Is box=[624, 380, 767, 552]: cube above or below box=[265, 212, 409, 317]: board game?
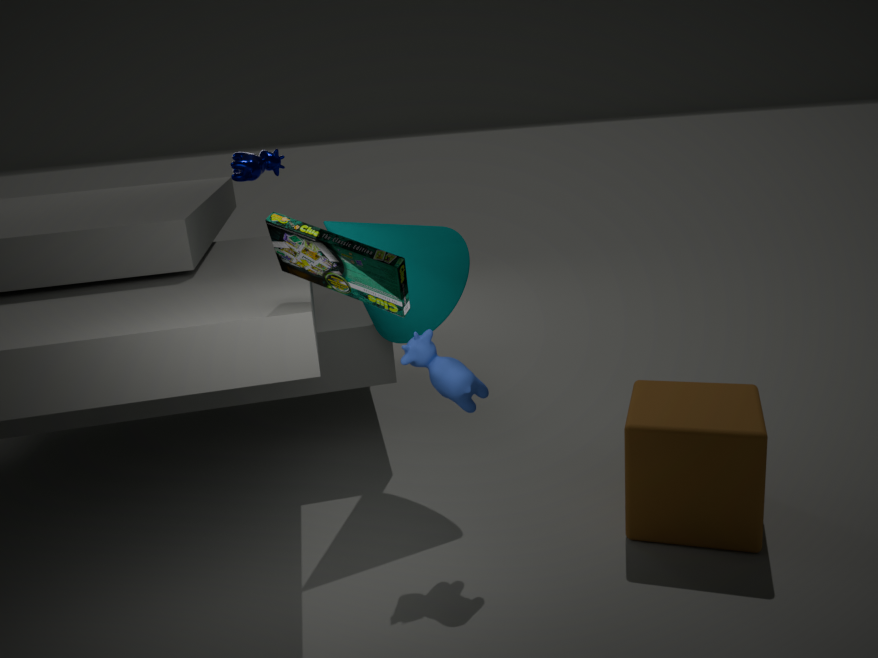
below
